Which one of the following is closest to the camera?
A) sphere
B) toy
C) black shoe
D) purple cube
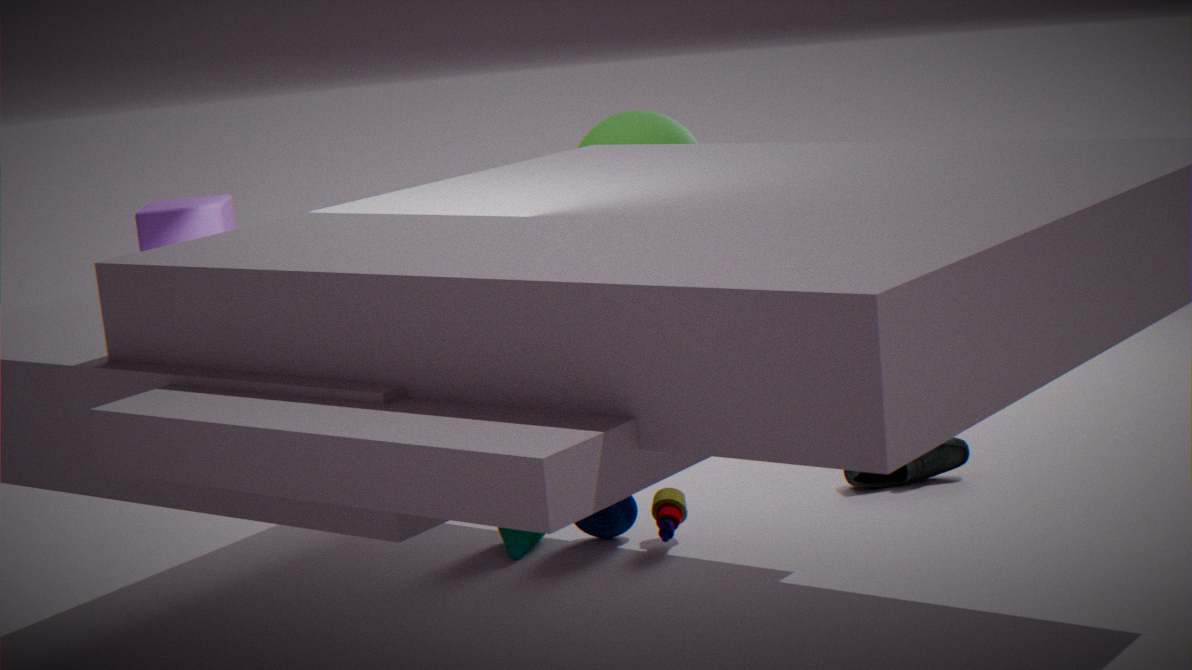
purple cube
